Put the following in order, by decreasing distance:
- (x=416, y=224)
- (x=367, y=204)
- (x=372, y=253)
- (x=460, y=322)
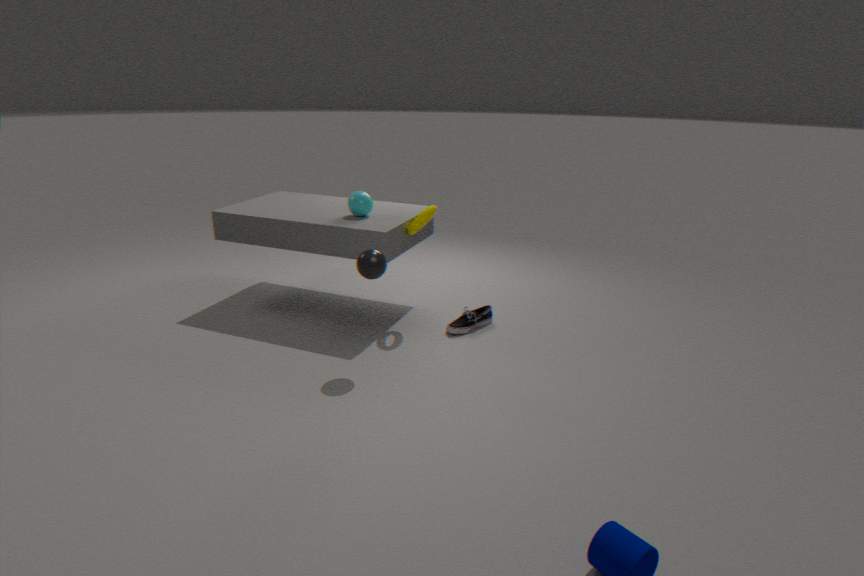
(x=367, y=204) < (x=460, y=322) < (x=416, y=224) < (x=372, y=253)
